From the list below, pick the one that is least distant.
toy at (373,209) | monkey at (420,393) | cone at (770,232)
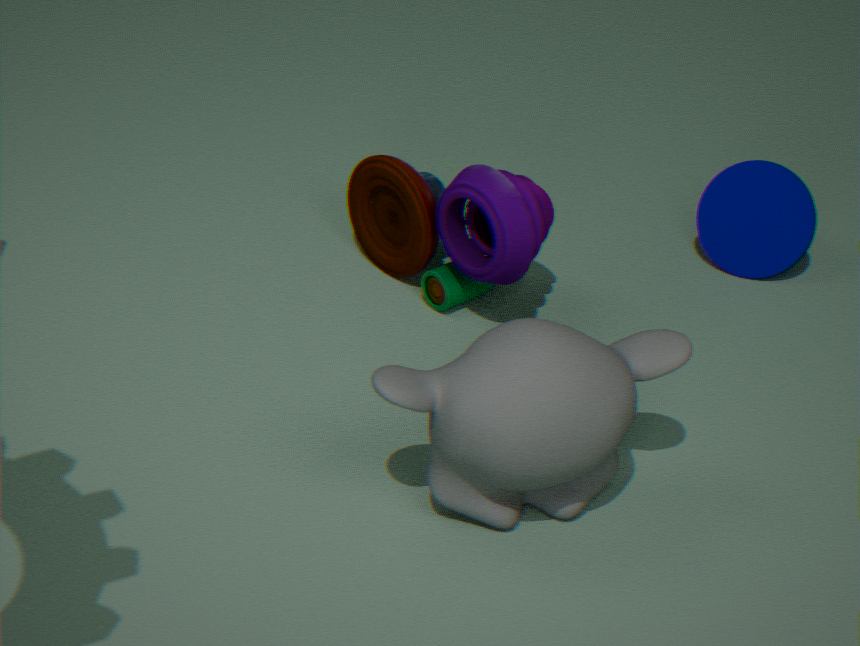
monkey at (420,393)
